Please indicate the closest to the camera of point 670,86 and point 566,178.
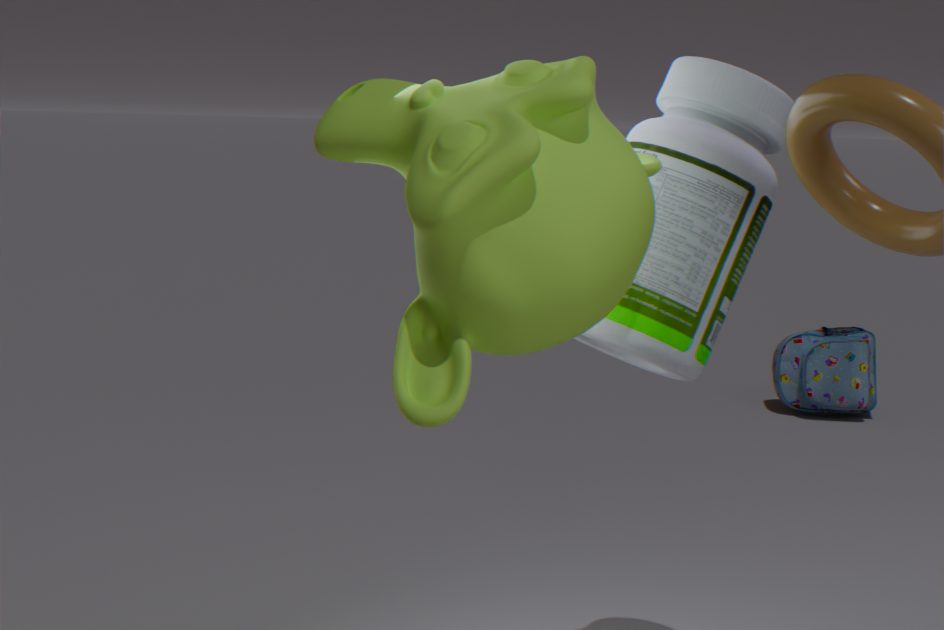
point 566,178
